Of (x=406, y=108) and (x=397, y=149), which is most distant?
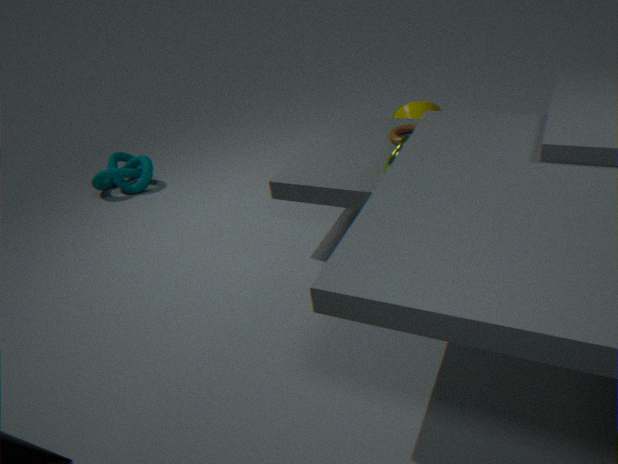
(x=406, y=108)
